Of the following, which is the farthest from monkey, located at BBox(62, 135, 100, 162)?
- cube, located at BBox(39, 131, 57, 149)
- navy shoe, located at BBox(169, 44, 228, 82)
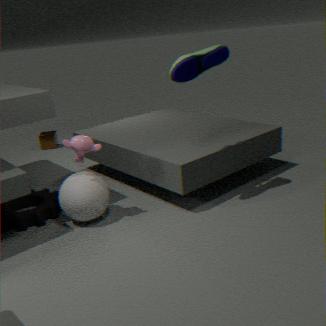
cube, located at BBox(39, 131, 57, 149)
